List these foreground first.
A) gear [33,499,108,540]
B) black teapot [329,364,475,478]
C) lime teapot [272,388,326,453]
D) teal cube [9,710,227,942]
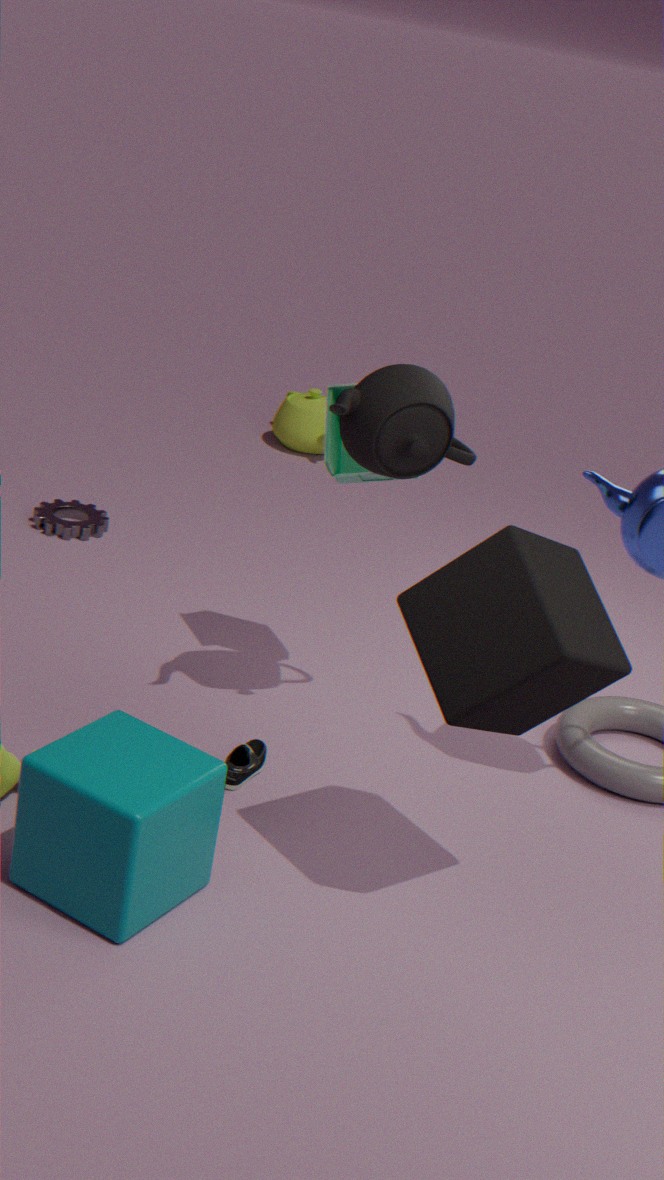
1. teal cube [9,710,227,942]
2. black teapot [329,364,475,478]
3. gear [33,499,108,540]
4. lime teapot [272,388,326,453]
